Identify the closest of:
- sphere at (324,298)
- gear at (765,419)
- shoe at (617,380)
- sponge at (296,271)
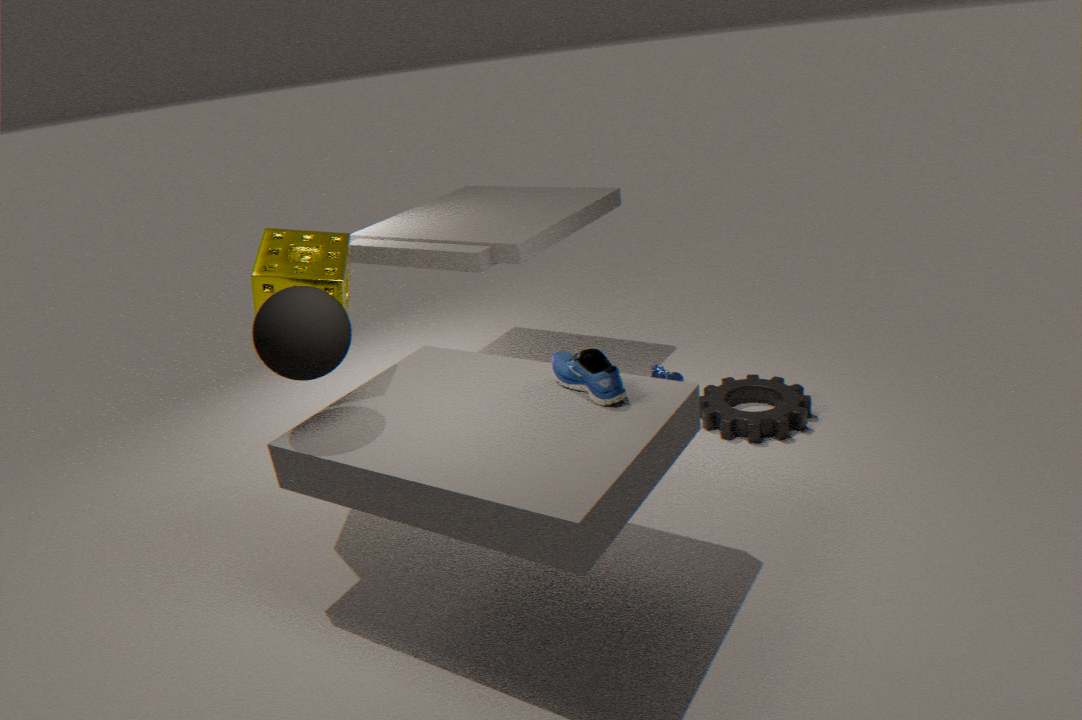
sphere at (324,298)
